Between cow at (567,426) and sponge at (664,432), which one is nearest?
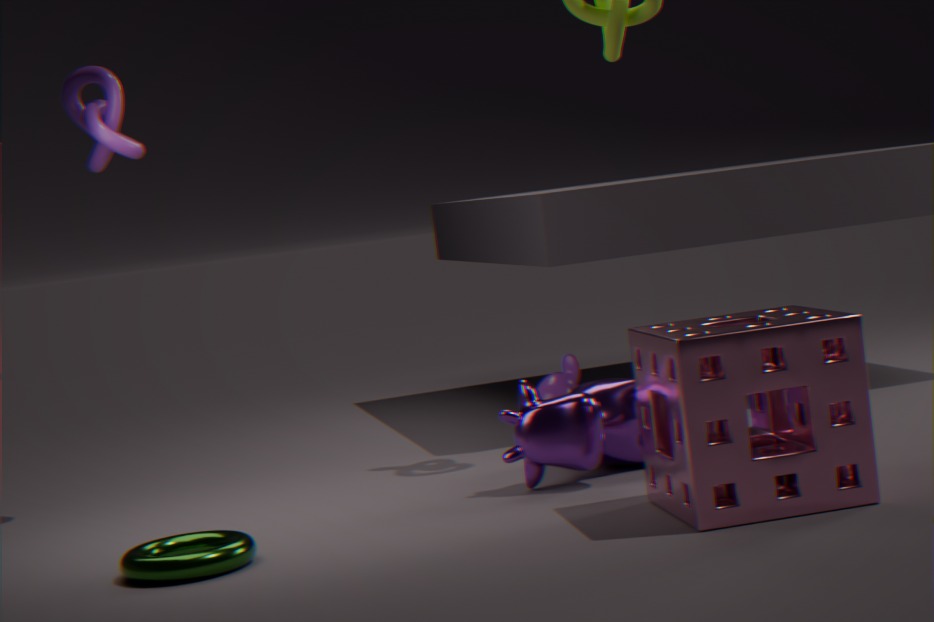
sponge at (664,432)
